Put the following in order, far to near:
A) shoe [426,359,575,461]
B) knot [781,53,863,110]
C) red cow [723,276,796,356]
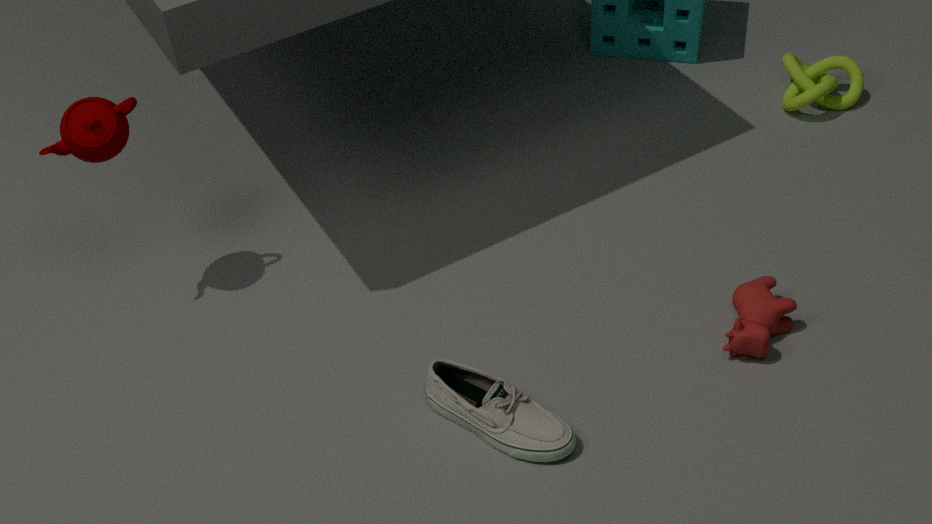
knot [781,53,863,110] < red cow [723,276,796,356] < shoe [426,359,575,461]
